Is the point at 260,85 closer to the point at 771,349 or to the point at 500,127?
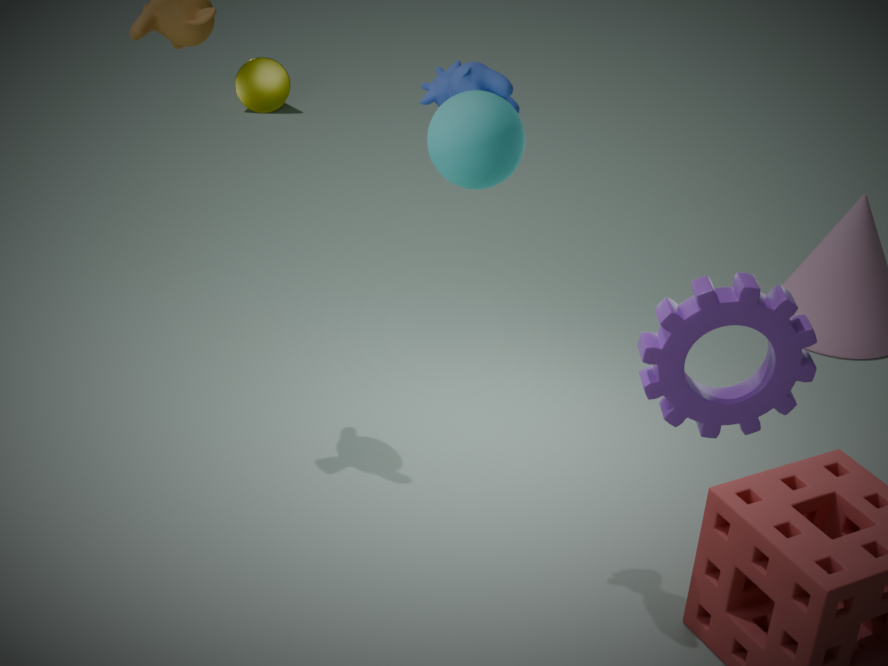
the point at 500,127
